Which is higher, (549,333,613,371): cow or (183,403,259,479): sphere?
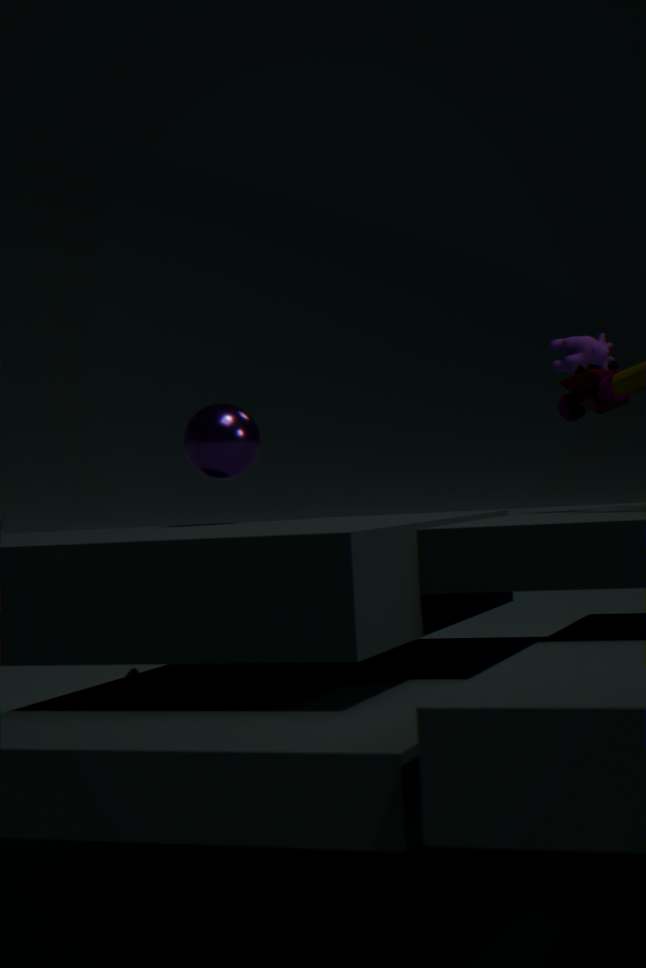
(549,333,613,371): cow
